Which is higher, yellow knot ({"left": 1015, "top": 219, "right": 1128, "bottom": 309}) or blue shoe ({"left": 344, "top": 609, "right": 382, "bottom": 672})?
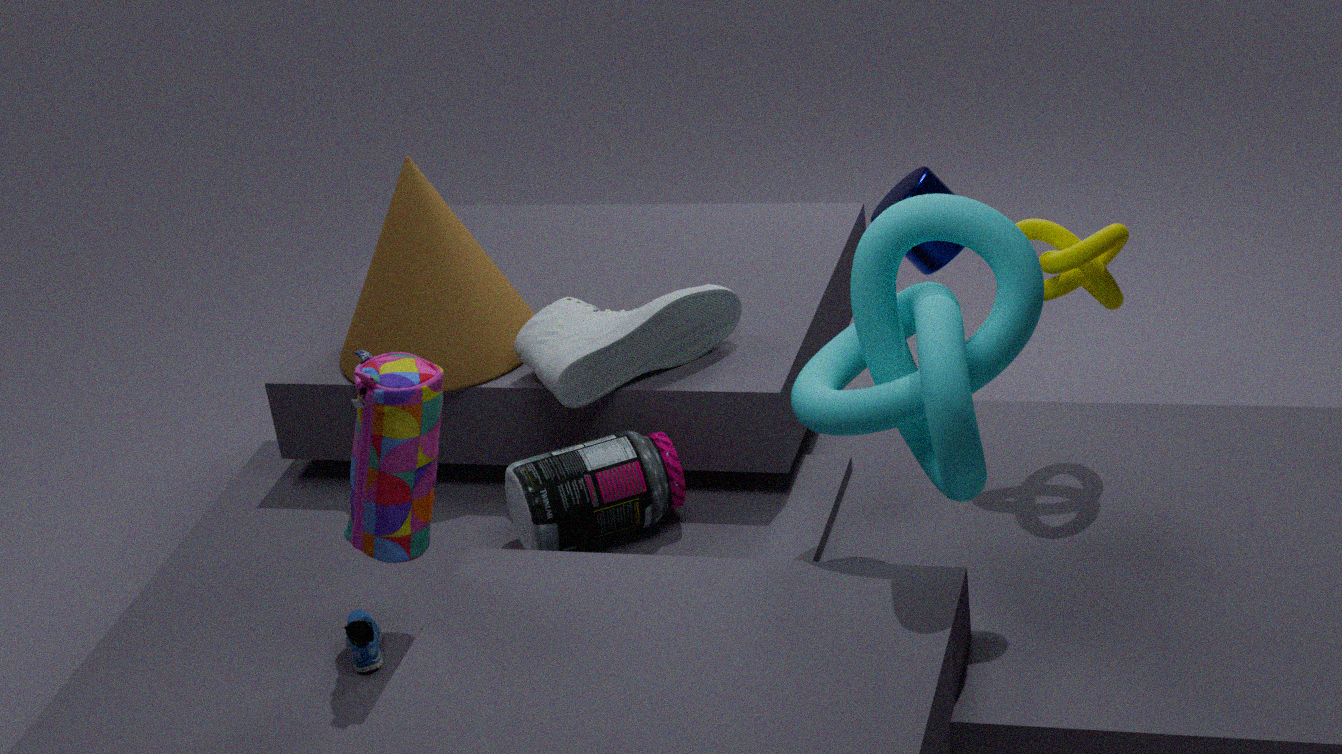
yellow knot ({"left": 1015, "top": 219, "right": 1128, "bottom": 309})
